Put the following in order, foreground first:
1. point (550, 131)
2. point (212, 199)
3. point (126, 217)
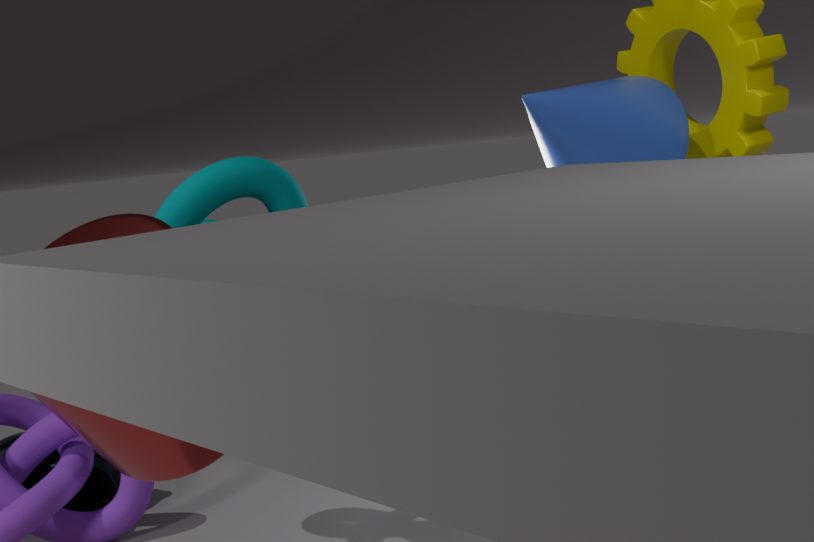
point (126, 217), point (212, 199), point (550, 131)
